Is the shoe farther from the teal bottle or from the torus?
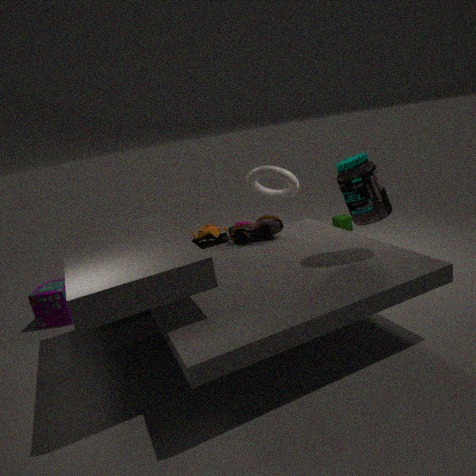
the teal bottle
